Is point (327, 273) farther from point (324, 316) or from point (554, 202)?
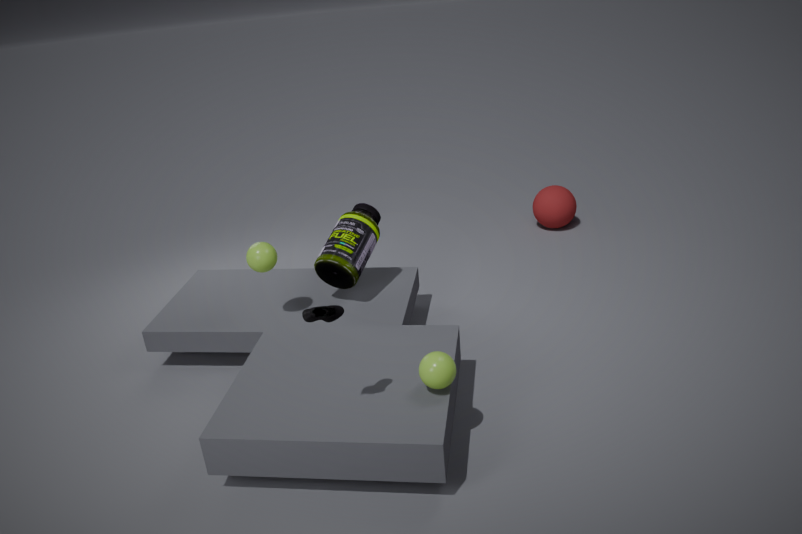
point (554, 202)
